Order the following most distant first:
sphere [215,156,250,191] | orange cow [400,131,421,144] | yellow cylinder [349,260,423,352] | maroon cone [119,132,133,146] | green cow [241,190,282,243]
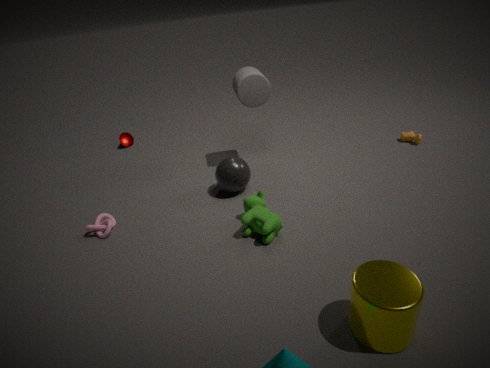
maroon cone [119,132,133,146], orange cow [400,131,421,144], sphere [215,156,250,191], green cow [241,190,282,243], yellow cylinder [349,260,423,352]
